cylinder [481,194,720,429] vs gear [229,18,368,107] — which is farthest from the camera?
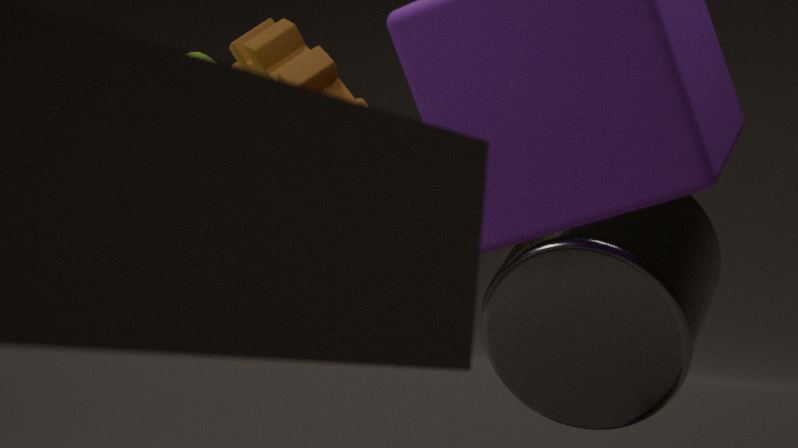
gear [229,18,368,107]
